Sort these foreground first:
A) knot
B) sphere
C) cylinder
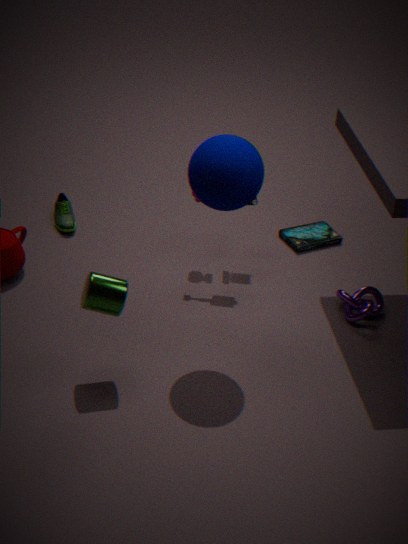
sphere → cylinder → knot
